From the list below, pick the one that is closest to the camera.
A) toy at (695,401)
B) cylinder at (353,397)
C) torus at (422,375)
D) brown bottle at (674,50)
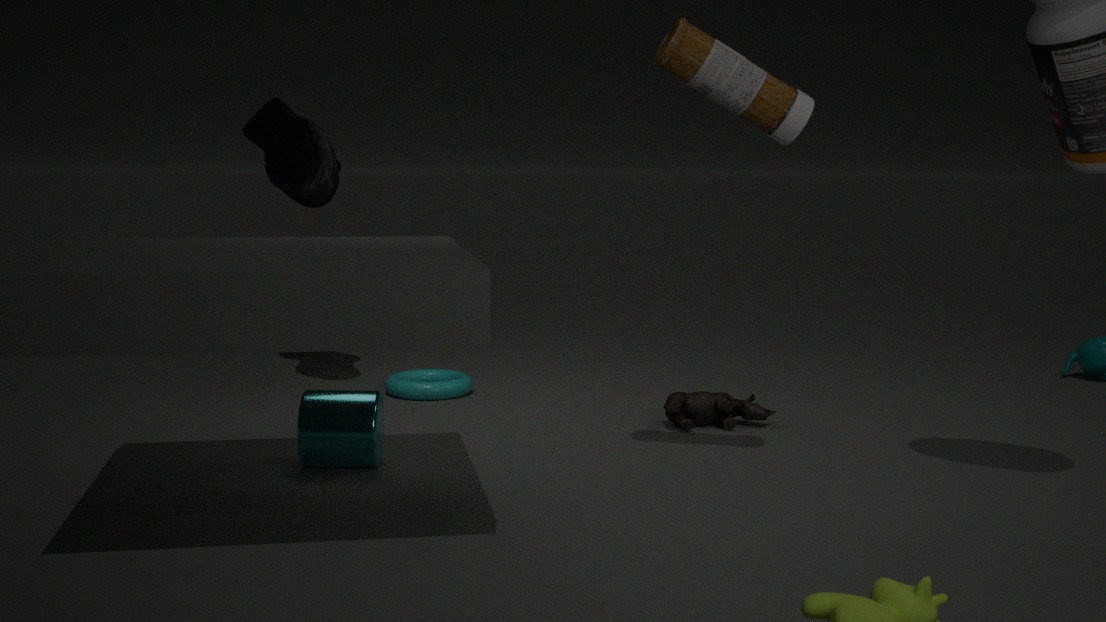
brown bottle at (674,50)
